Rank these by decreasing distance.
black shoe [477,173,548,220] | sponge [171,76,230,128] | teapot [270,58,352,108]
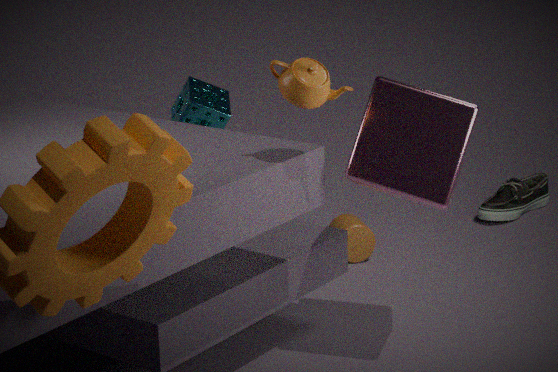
black shoe [477,173,548,220], sponge [171,76,230,128], teapot [270,58,352,108]
